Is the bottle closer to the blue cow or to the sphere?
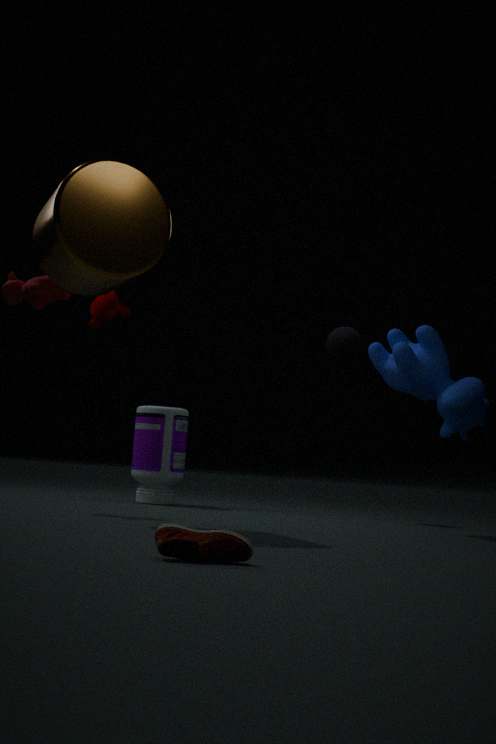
the sphere
